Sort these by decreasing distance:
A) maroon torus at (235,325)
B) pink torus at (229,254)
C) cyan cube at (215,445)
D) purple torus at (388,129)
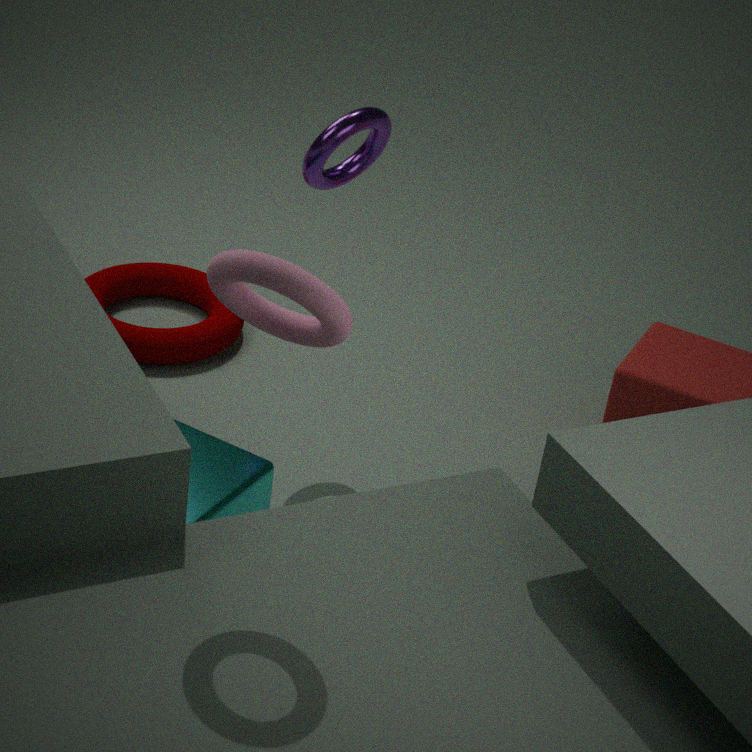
1. maroon torus at (235,325)
2. purple torus at (388,129)
3. cyan cube at (215,445)
4. pink torus at (229,254)
